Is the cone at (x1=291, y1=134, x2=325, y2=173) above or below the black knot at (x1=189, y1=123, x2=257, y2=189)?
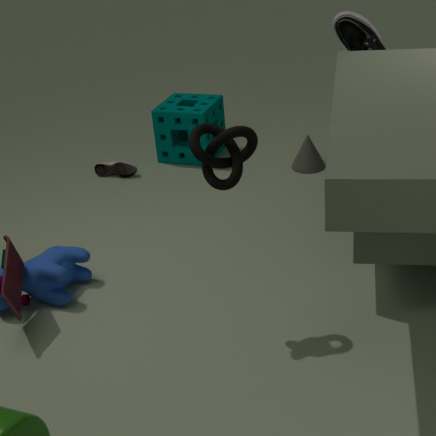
below
